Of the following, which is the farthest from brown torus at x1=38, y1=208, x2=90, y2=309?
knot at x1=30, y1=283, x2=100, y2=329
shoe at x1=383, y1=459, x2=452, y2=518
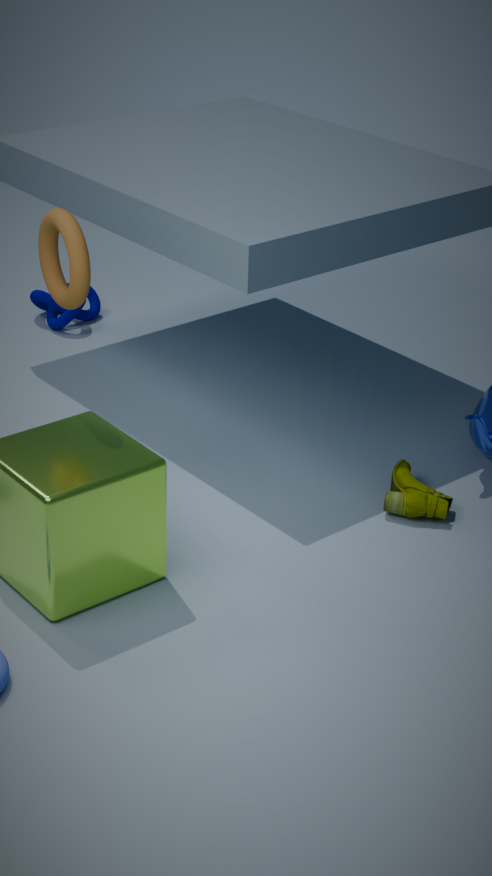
knot at x1=30, y1=283, x2=100, y2=329
